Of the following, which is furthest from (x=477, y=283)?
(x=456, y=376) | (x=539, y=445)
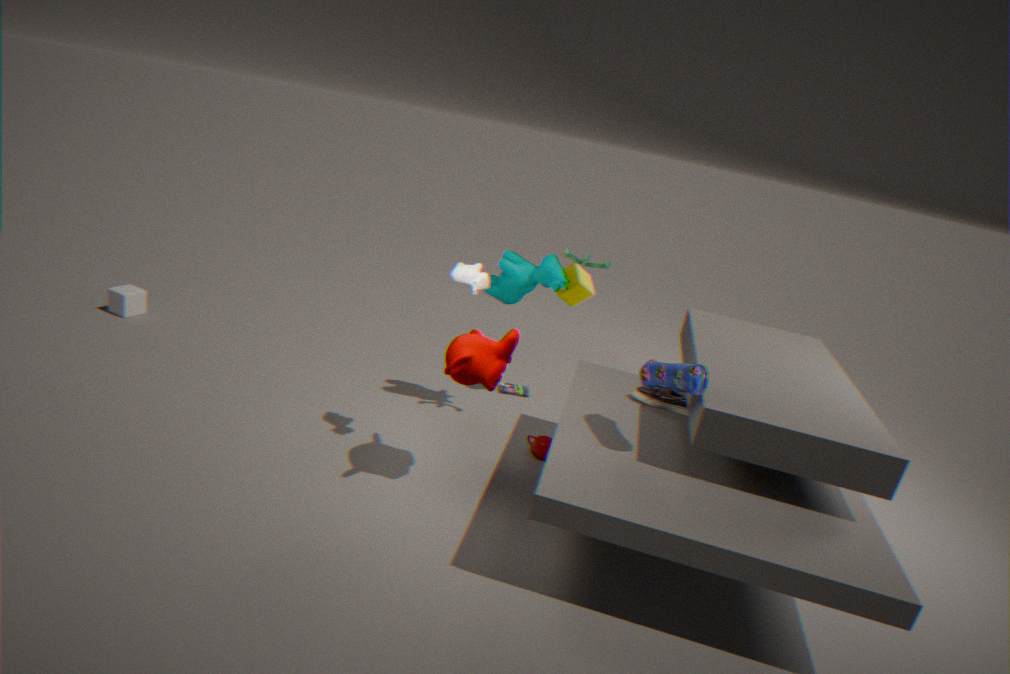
(x=539, y=445)
